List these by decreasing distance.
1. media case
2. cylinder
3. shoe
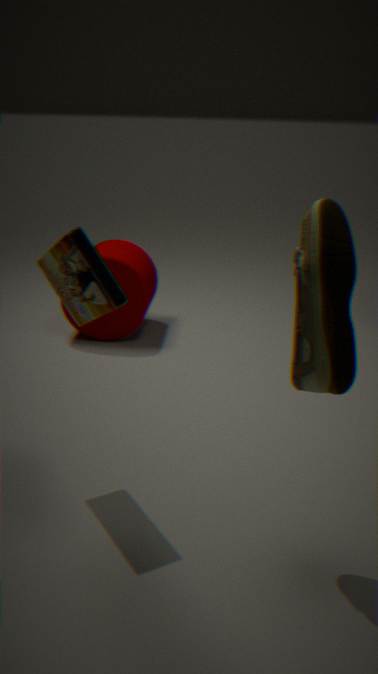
cylinder → media case → shoe
